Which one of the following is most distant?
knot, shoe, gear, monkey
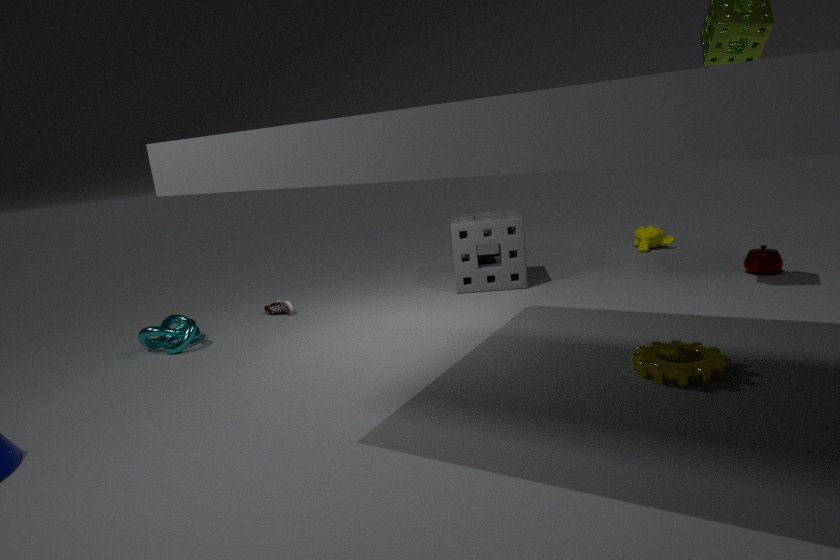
monkey
